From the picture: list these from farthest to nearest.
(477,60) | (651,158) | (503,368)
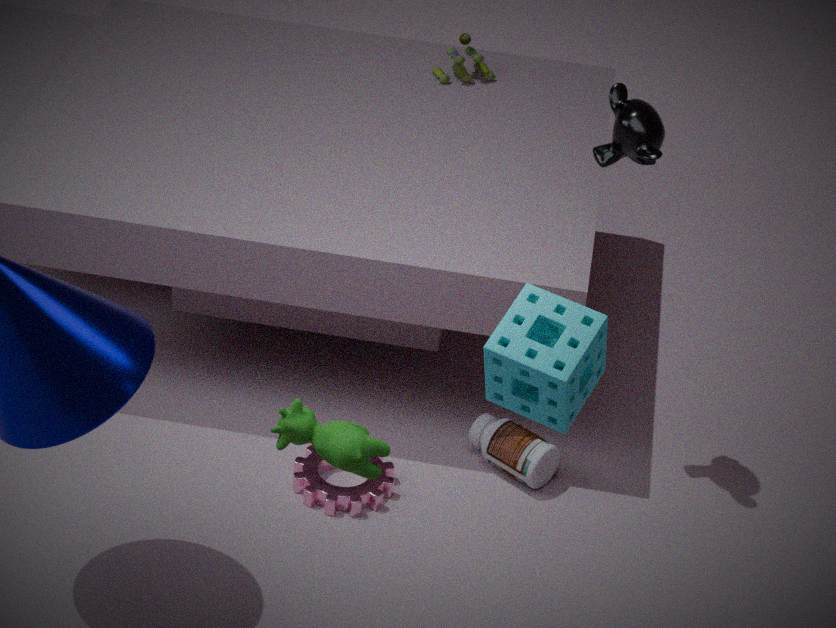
(477,60) < (651,158) < (503,368)
